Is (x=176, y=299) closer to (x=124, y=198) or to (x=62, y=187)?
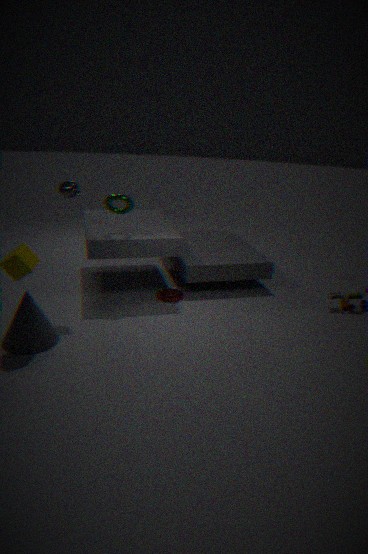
(x=124, y=198)
